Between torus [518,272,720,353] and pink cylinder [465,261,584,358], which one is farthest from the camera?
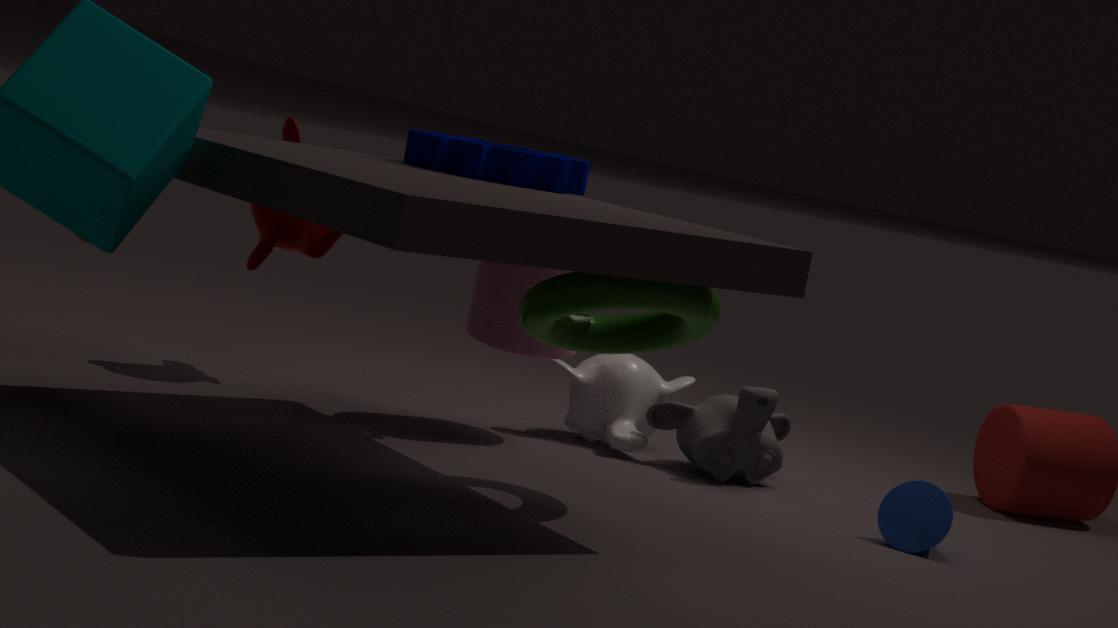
pink cylinder [465,261,584,358]
